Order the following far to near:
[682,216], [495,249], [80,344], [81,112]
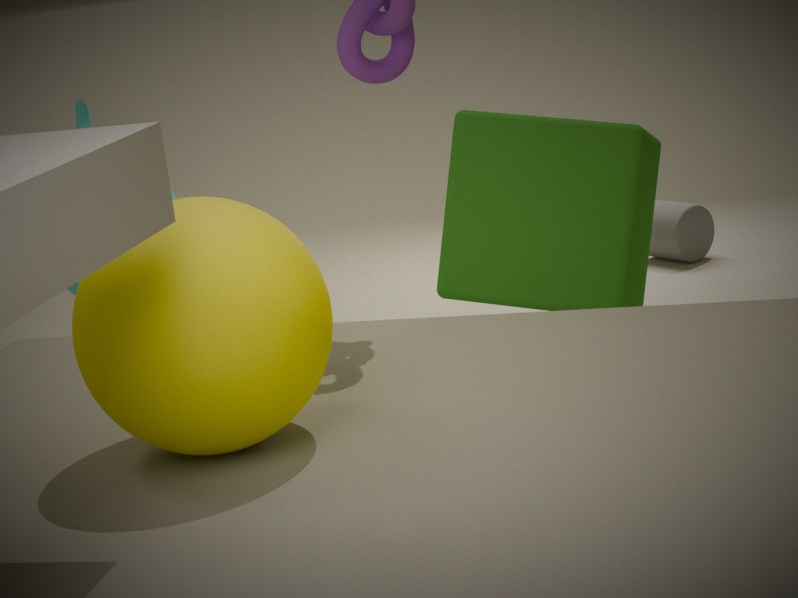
[682,216] → [81,112] → [495,249] → [80,344]
